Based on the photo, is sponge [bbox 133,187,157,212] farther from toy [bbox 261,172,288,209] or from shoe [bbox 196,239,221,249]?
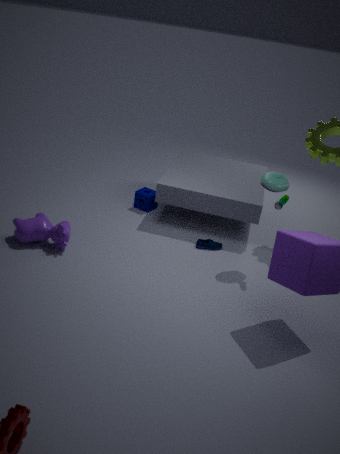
toy [bbox 261,172,288,209]
